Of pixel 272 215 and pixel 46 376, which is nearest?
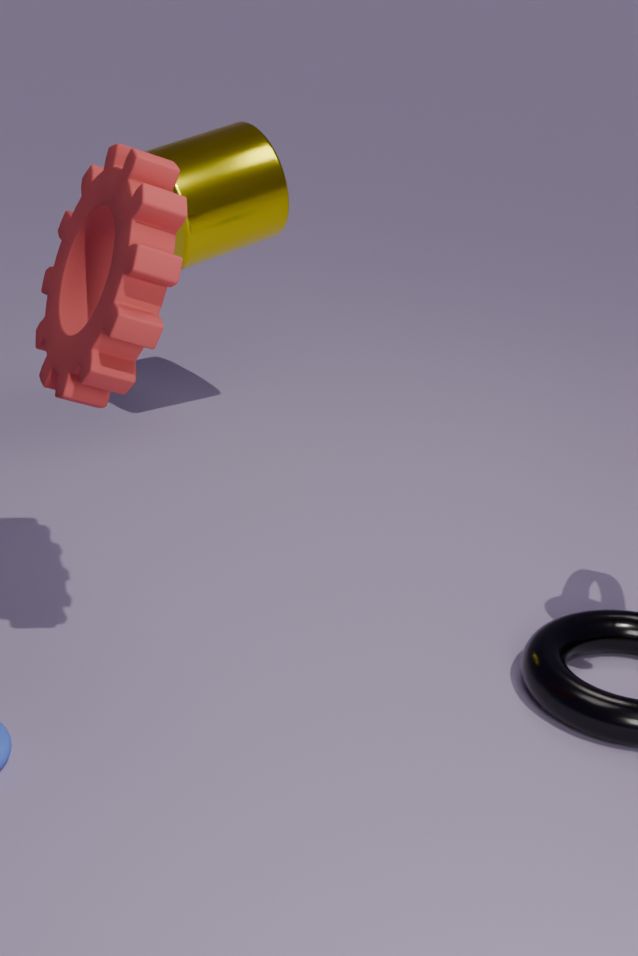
pixel 46 376
